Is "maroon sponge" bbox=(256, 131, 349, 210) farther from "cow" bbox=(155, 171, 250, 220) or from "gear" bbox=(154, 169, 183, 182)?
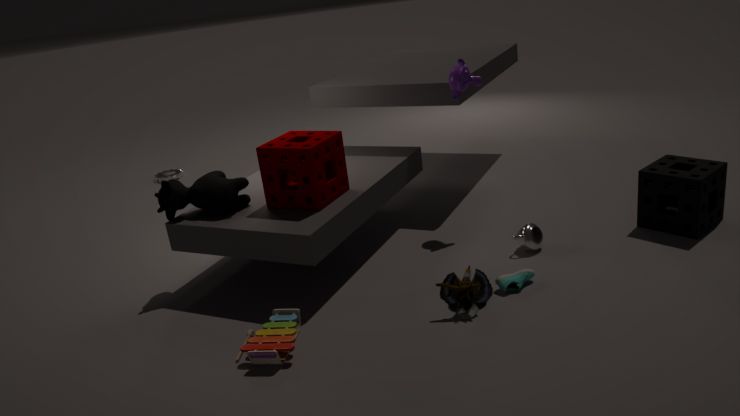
"gear" bbox=(154, 169, 183, 182)
